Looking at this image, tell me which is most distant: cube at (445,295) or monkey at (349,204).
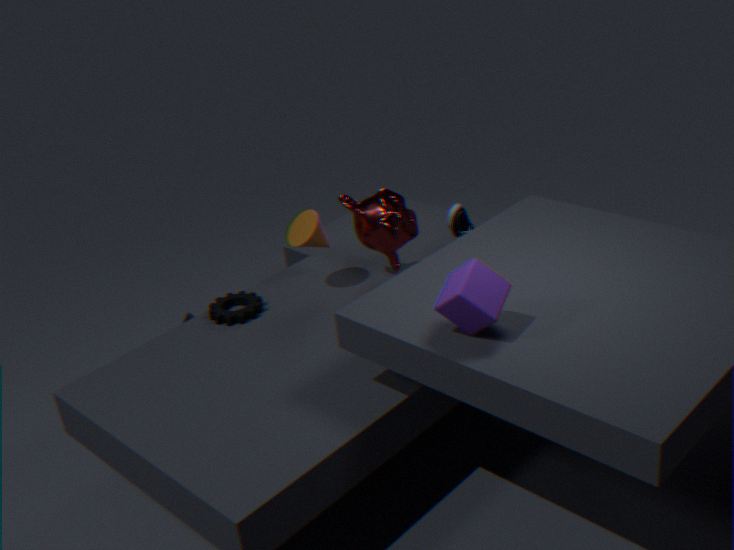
monkey at (349,204)
